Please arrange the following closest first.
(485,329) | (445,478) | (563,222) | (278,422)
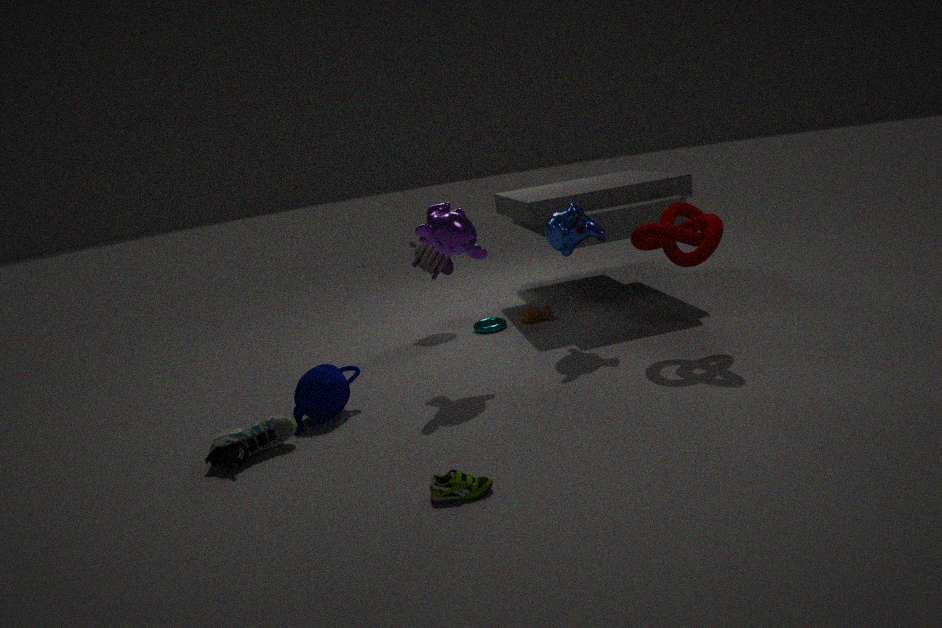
1. (445,478)
2. (278,422)
3. (563,222)
4. (485,329)
